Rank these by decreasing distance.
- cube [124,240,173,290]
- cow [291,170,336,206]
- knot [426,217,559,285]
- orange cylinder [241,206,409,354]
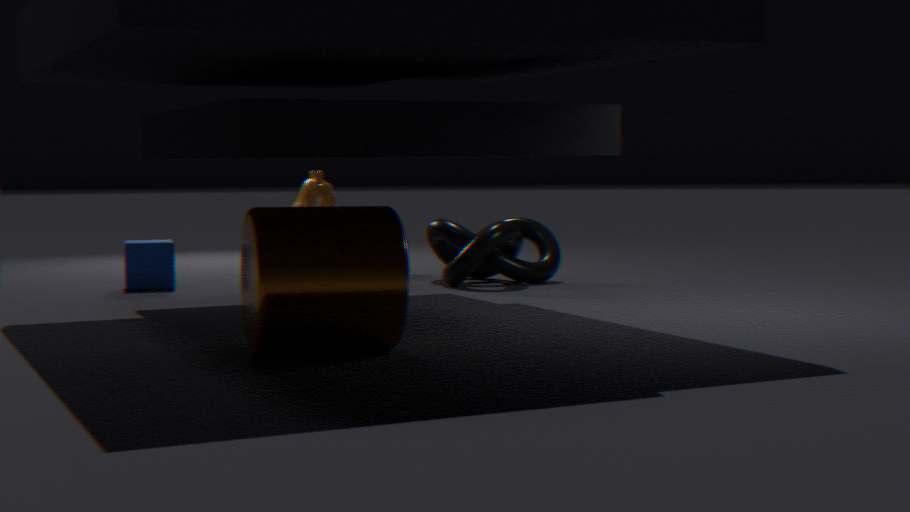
cow [291,170,336,206] → cube [124,240,173,290] → knot [426,217,559,285] → orange cylinder [241,206,409,354]
